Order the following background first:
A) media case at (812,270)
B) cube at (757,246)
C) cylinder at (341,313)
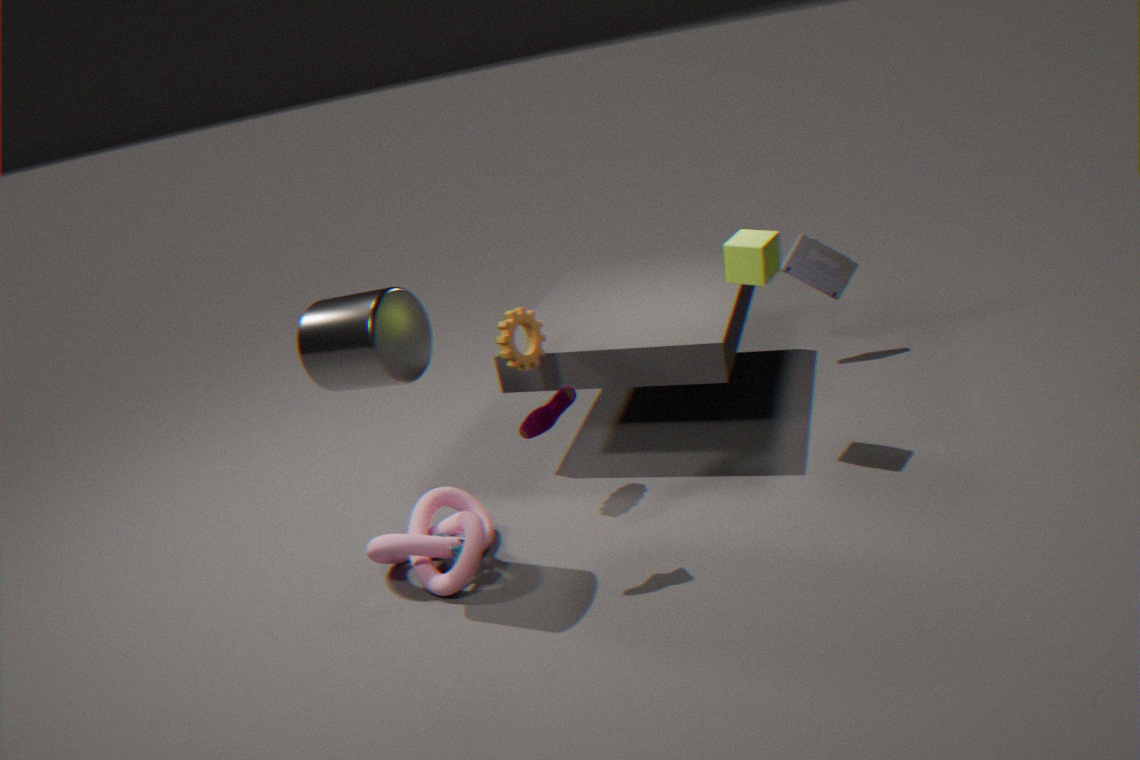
media case at (812,270) < cube at (757,246) < cylinder at (341,313)
